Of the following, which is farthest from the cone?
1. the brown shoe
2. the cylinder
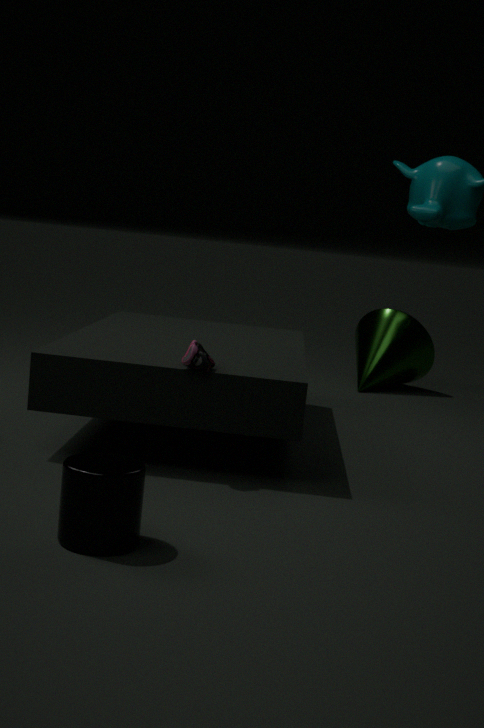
the cylinder
